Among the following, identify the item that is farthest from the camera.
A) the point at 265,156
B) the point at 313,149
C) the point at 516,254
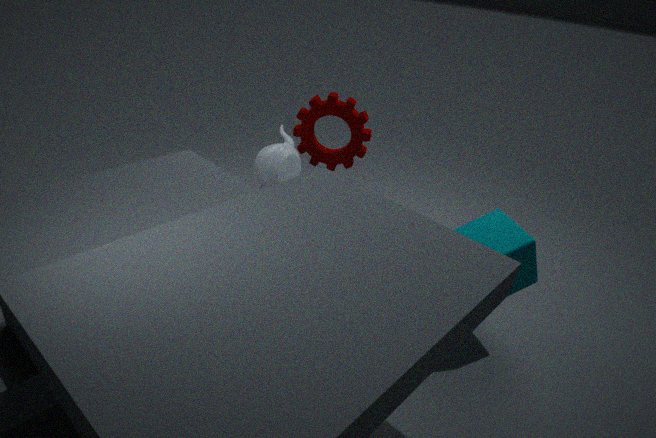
the point at 313,149
